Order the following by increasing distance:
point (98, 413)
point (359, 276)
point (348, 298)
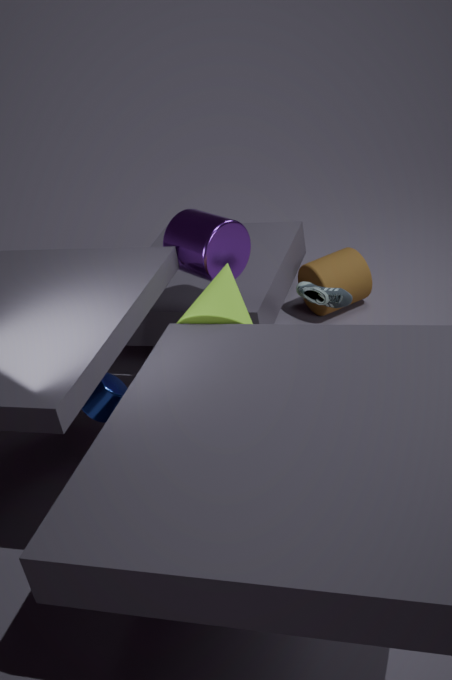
point (98, 413), point (348, 298), point (359, 276)
